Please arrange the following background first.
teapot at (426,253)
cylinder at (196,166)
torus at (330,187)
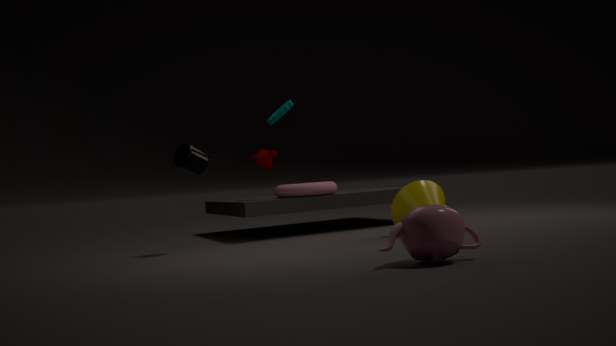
torus at (330,187)
cylinder at (196,166)
teapot at (426,253)
